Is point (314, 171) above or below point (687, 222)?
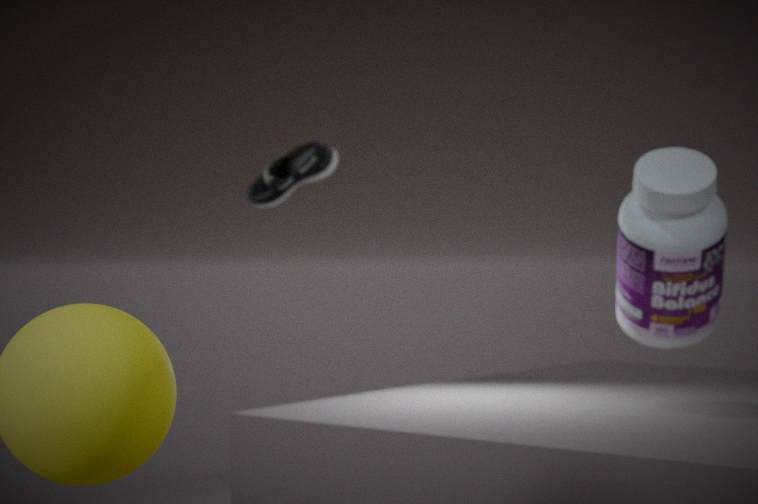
above
